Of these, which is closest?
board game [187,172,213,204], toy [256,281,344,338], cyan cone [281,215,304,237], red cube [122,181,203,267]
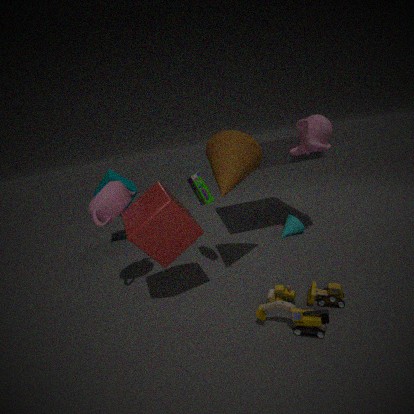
toy [256,281,344,338]
